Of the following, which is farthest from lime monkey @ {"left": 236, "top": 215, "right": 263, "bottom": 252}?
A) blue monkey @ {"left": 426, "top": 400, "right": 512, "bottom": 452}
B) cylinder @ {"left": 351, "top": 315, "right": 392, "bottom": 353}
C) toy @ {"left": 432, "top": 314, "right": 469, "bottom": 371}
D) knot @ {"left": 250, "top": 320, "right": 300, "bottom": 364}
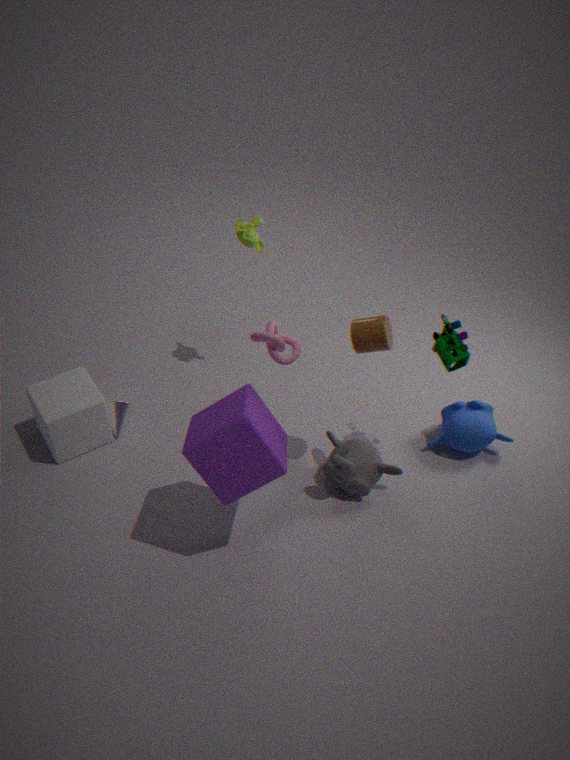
blue monkey @ {"left": 426, "top": 400, "right": 512, "bottom": 452}
